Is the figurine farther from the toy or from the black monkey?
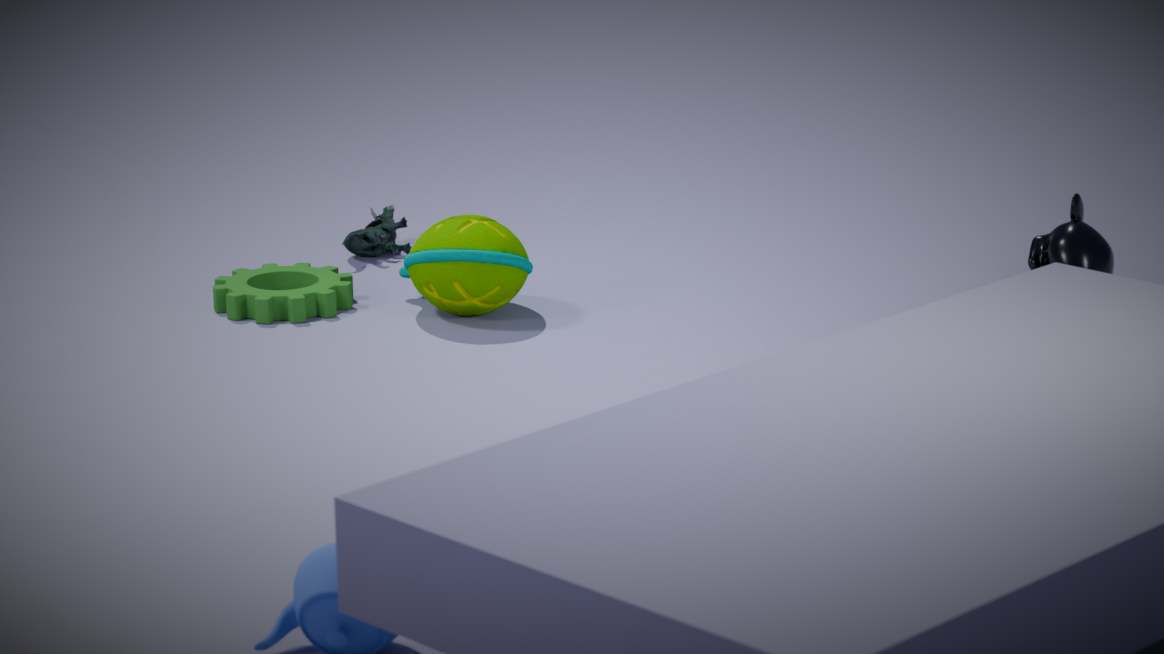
the black monkey
